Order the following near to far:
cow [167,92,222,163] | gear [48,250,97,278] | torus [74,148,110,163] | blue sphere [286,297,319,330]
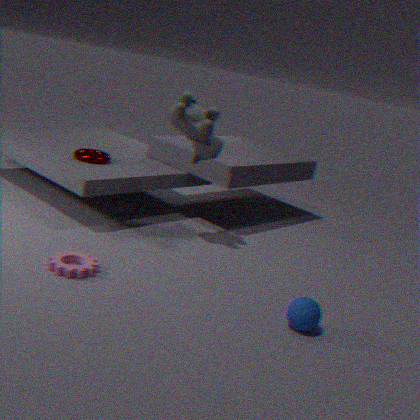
blue sphere [286,297,319,330]
gear [48,250,97,278]
cow [167,92,222,163]
torus [74,148,110,163]
